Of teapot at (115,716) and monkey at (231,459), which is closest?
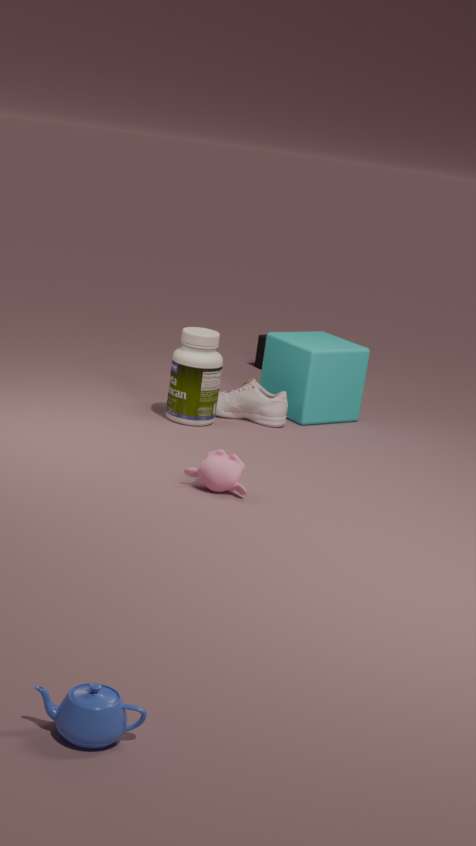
teapot at (115,716)
